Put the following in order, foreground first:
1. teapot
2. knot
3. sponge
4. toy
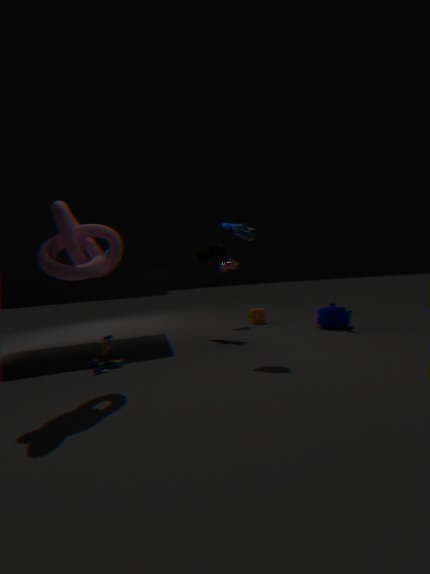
knot, toy, teapot, sponge
